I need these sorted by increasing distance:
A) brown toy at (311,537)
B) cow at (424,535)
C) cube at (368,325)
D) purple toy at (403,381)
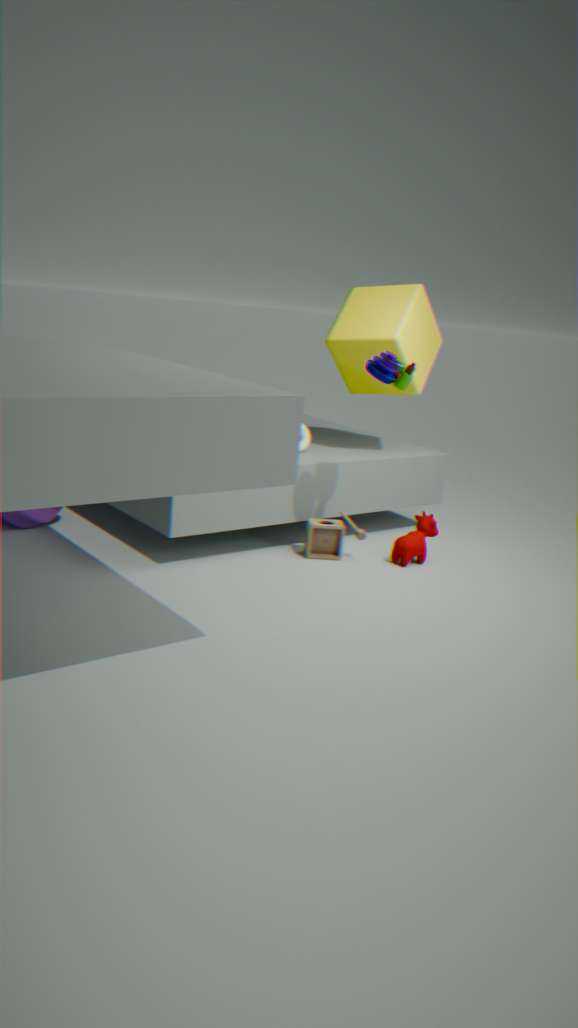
purple toy at (403,381) → brown toy at (311,537) → cow at (424,535) → cube at (368,325)
